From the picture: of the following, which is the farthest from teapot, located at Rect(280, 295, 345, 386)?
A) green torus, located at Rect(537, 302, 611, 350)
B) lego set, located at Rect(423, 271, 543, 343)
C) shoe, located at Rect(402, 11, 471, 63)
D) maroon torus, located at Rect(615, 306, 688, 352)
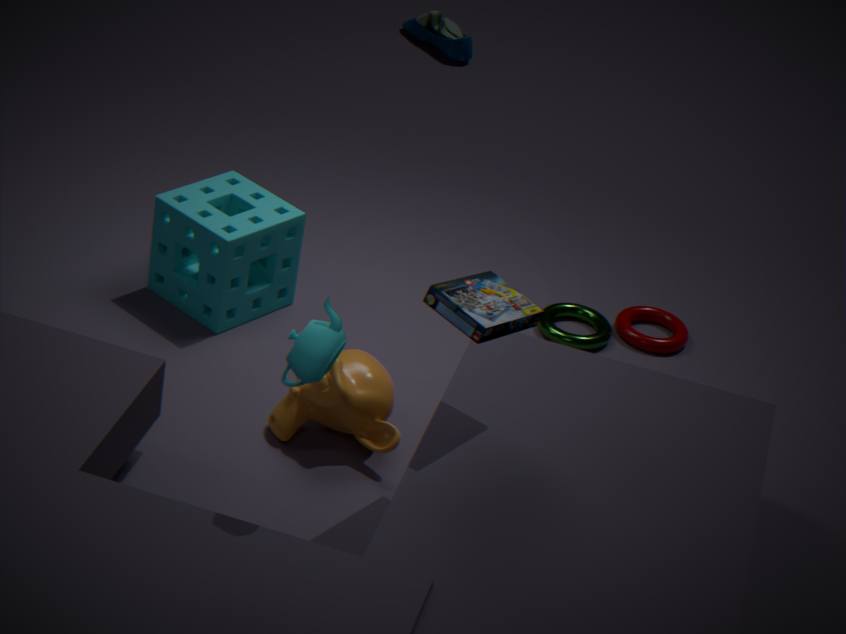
shoe, located at Rect(402, 11, 471, 63)
